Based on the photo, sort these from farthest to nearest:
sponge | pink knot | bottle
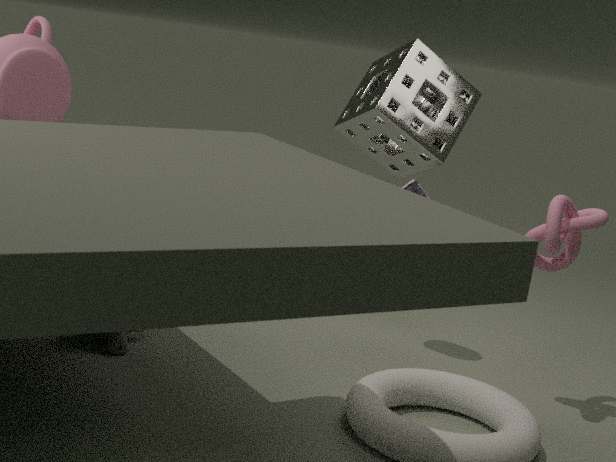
sponge < bottle < pink knot
